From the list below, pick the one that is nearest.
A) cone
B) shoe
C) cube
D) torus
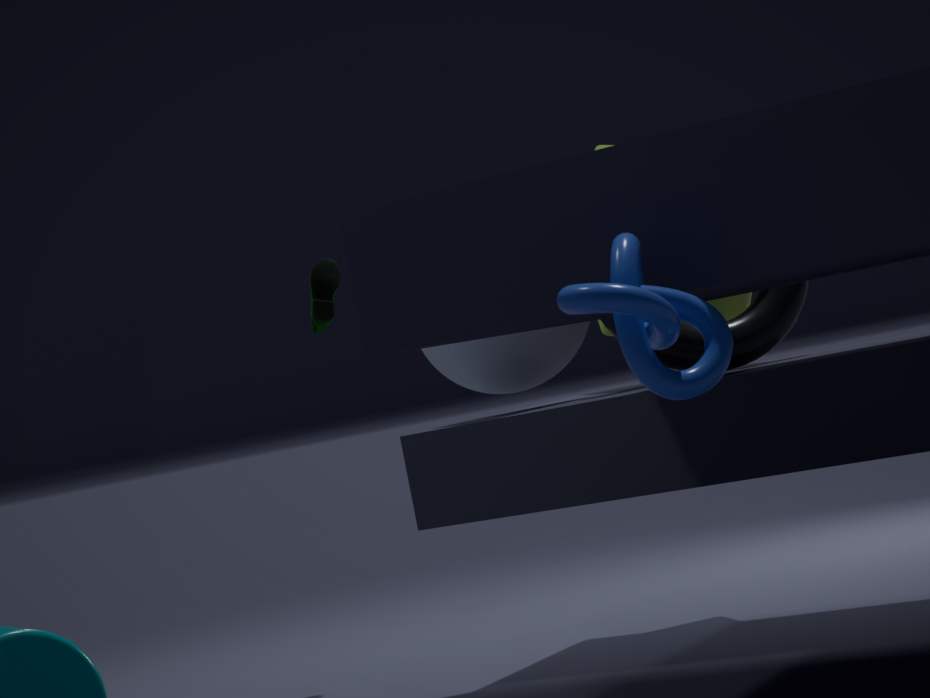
torus
